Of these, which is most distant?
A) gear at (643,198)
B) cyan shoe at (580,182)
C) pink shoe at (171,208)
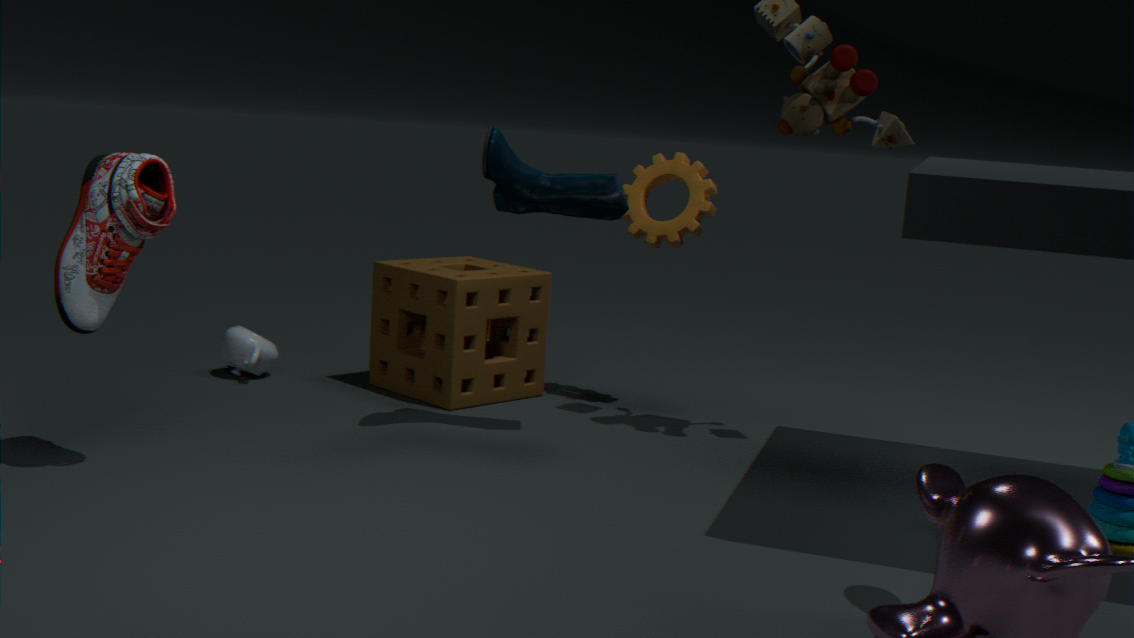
A. gear at (643,198)
